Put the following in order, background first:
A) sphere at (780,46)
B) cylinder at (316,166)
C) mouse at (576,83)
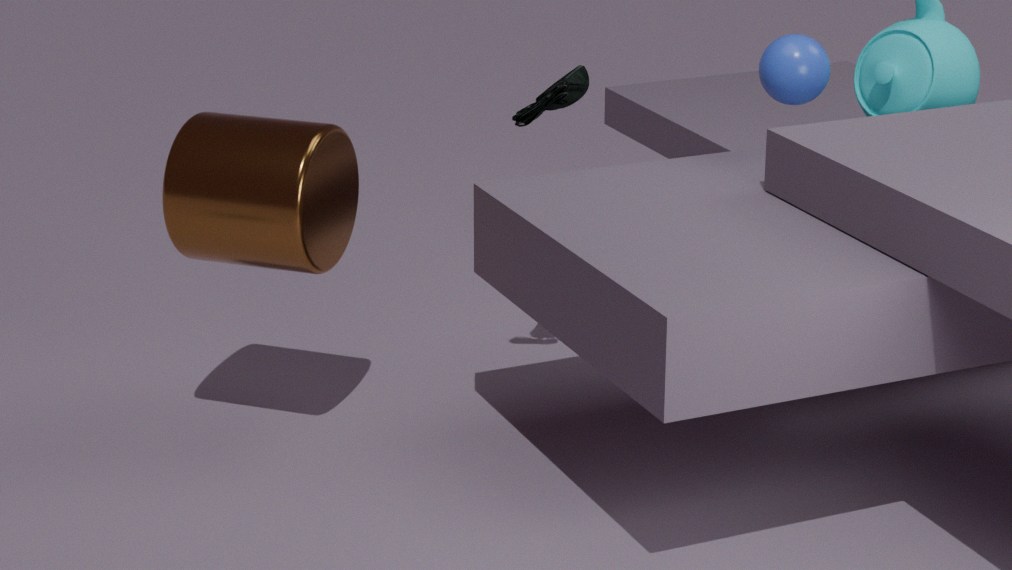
sphere at (780,46), mouse at (576,83), cylinder at (316,166)
